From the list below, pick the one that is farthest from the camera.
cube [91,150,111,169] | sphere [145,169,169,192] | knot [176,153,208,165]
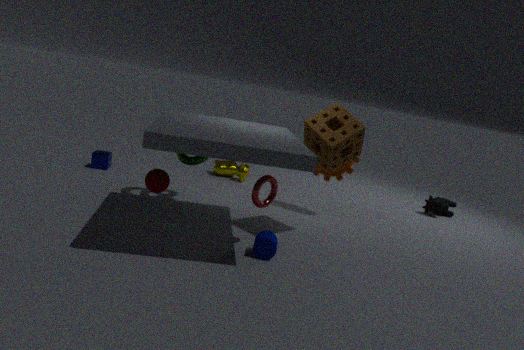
cube [91,150,111,169]
